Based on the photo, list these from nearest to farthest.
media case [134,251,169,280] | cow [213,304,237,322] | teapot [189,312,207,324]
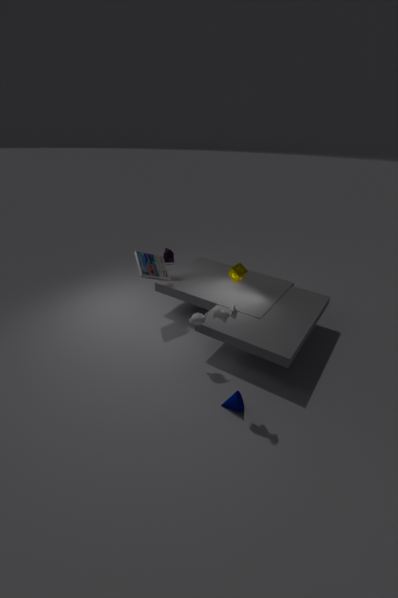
cow [213,304,237,322], teapot [189,312,207,324], media case [134,251,169,280]
